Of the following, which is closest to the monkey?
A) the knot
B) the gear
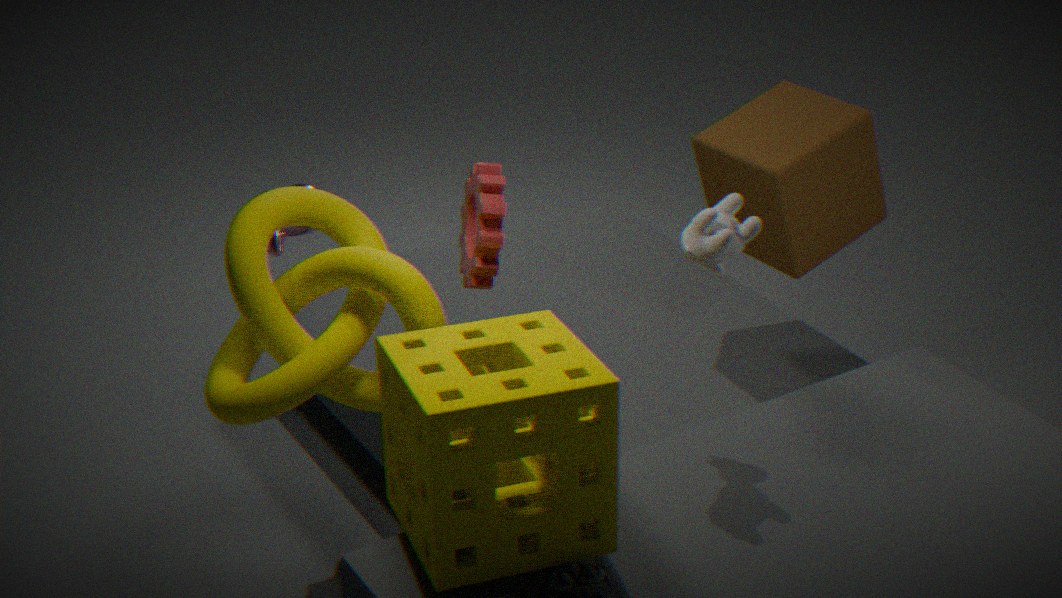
the knot
